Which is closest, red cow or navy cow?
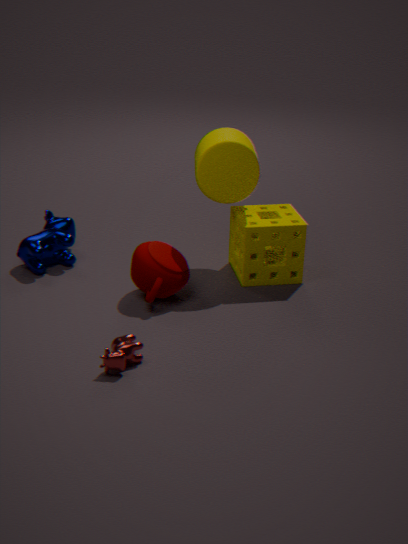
red cow
